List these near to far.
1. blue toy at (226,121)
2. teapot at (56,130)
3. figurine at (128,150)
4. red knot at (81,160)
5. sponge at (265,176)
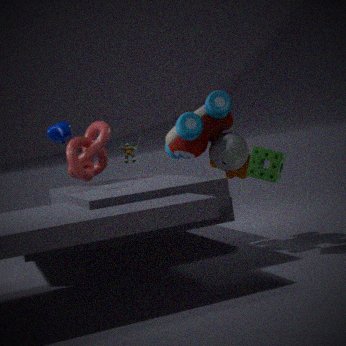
sponge at (265,176)
blue toy at (226,121)
teapot at (56,130)
red knot at (81,160)
figurine at (128,150)
